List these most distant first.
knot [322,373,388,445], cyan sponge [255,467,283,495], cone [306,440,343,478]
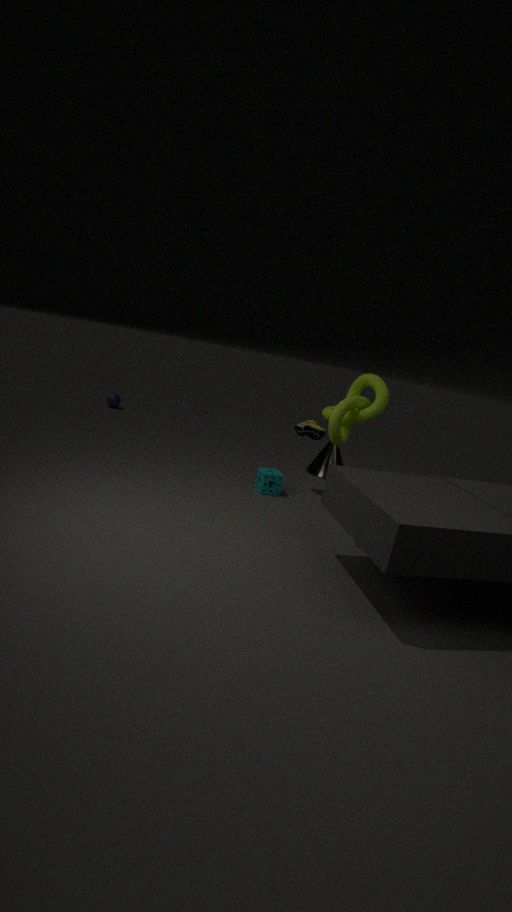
cone [306,440,343,478]
cyan sponge [255,467,283,495]
knot [322,373,388,445]
